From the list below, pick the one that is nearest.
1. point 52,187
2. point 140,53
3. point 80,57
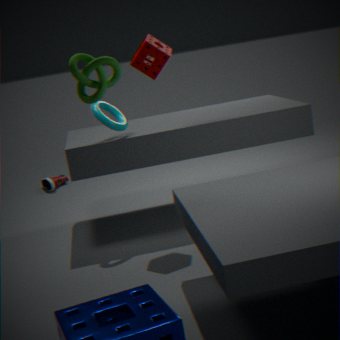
point 80,57
